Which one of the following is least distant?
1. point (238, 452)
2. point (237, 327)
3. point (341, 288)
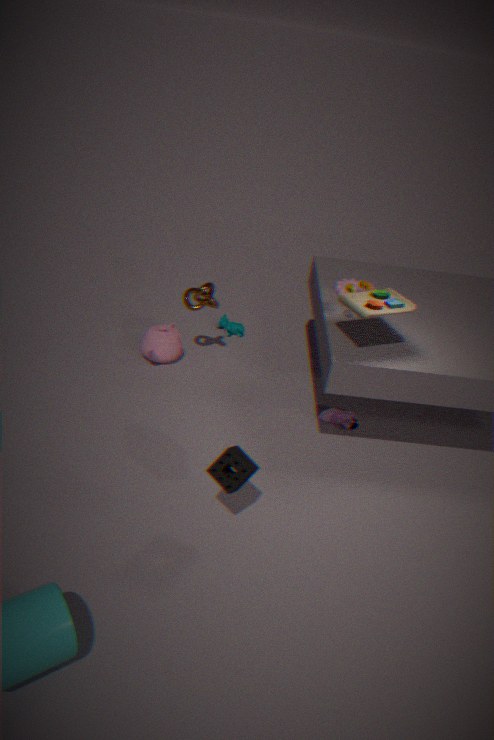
point (238, 452)
